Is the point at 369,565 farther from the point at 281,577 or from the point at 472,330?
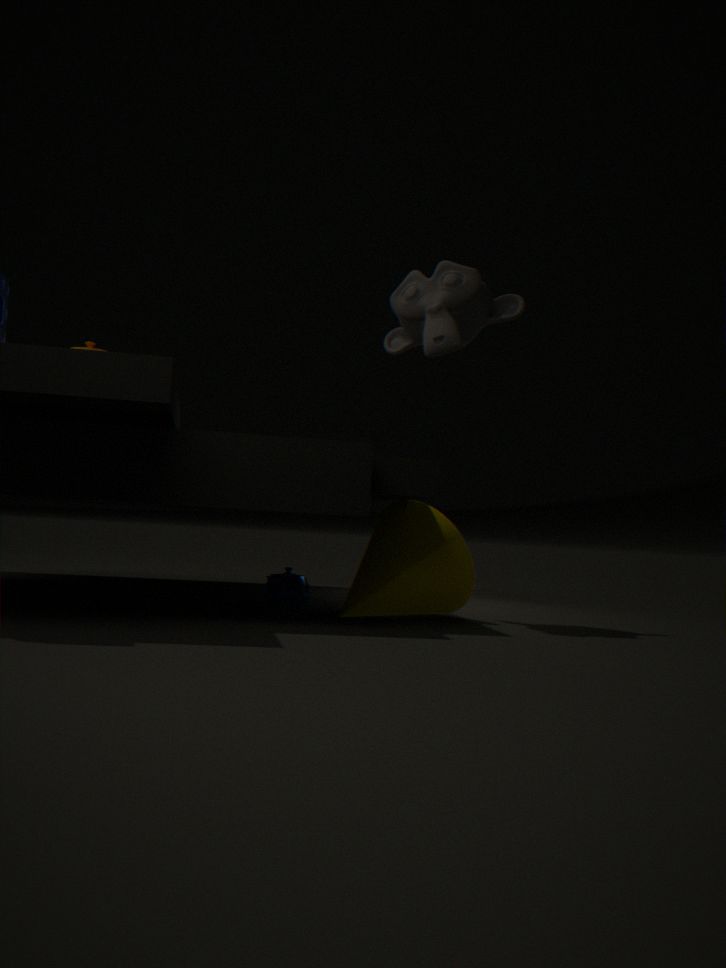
the point at 472,330
